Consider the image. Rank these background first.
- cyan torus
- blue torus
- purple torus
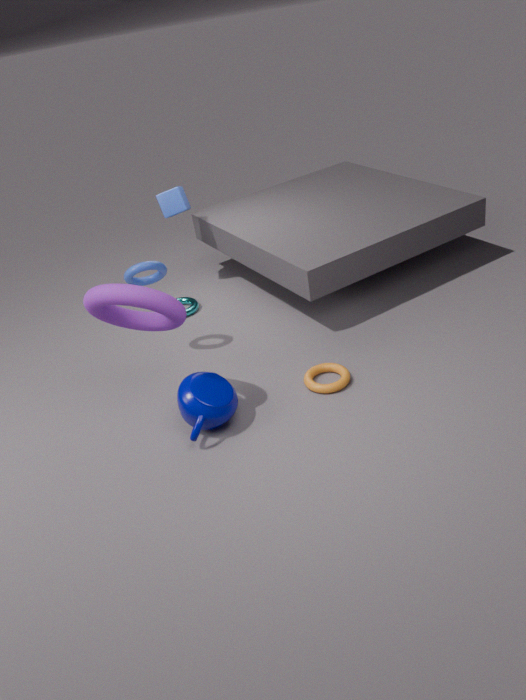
cyan torus < blue torus < purple torus
